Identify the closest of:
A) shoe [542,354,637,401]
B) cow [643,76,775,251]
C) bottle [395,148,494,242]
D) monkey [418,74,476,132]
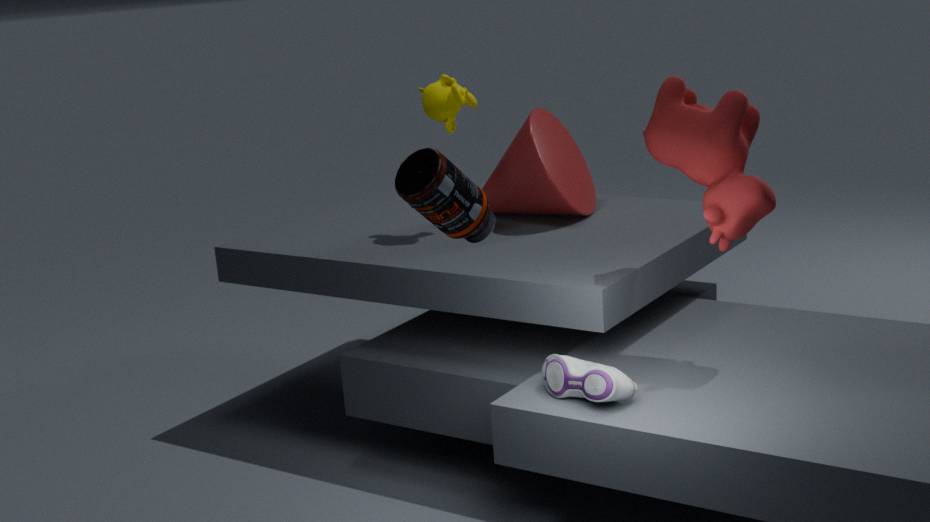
bottle [395,148,494,242]
